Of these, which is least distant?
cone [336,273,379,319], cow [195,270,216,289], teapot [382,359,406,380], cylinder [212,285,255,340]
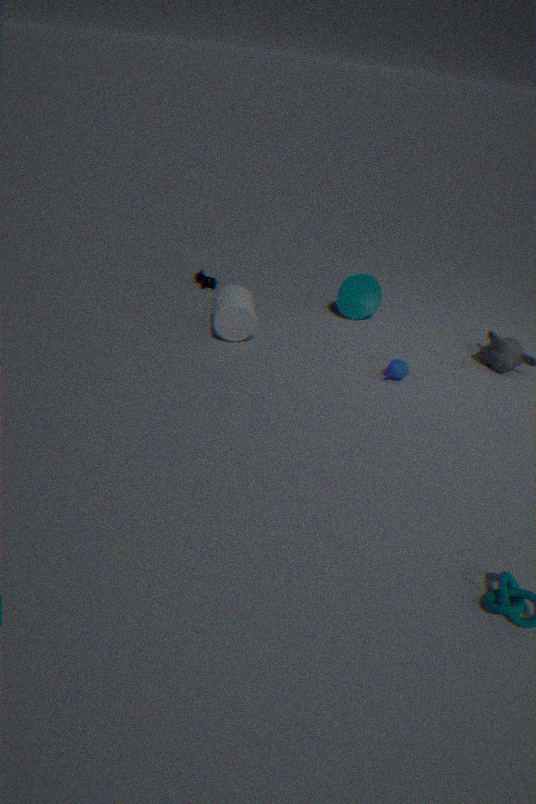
teapot [382,359,406,380]
